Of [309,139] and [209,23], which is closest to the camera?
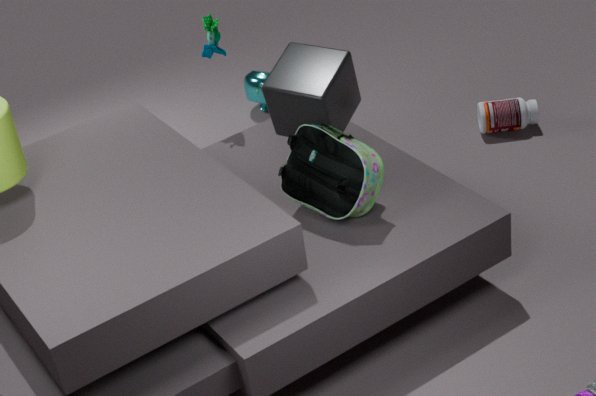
[309,139]
